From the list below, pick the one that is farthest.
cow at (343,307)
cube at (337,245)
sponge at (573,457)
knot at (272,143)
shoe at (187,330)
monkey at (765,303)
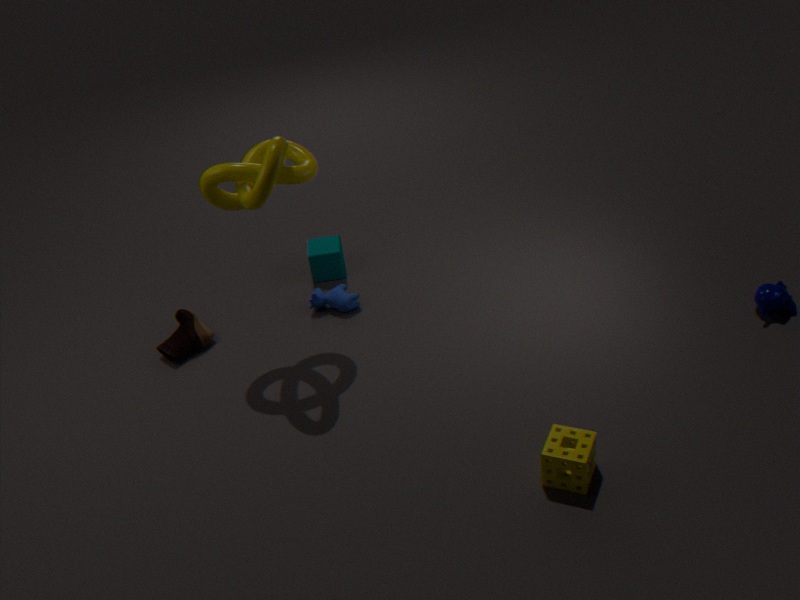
cube at (337,245)
